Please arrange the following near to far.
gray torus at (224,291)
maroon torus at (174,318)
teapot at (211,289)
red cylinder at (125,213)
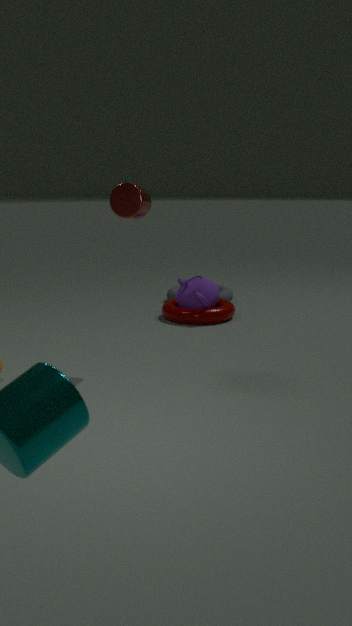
1. red cylinder at (125,213)
2. maroon torus at (174,318)
3. teapot at (211,289)
4. gray torus at (224,291)
